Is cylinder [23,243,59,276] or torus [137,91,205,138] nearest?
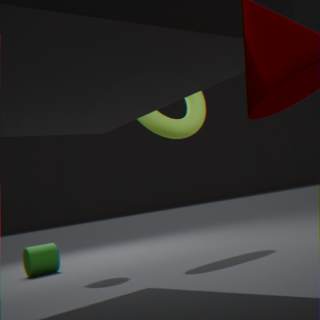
torus [137,91,205,138]
